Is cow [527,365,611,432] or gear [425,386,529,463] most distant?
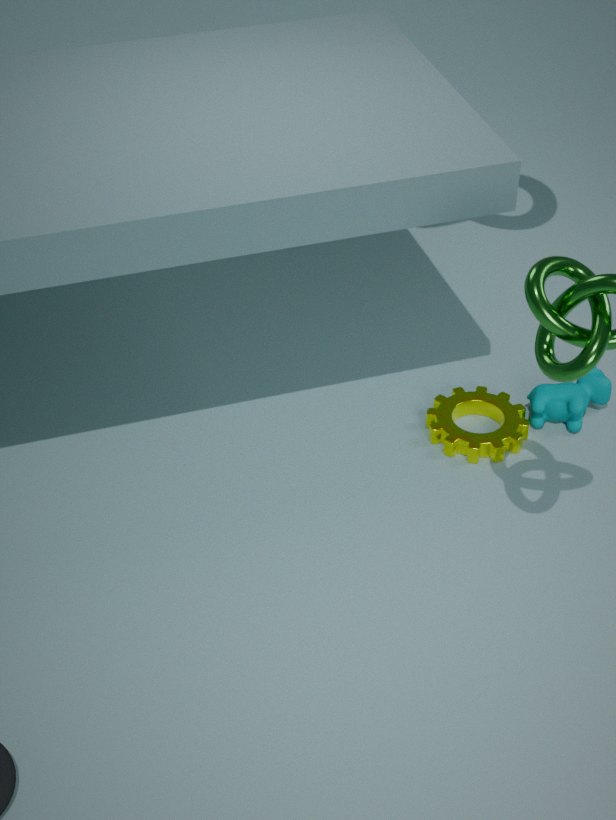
cow [527,365,611,432]
